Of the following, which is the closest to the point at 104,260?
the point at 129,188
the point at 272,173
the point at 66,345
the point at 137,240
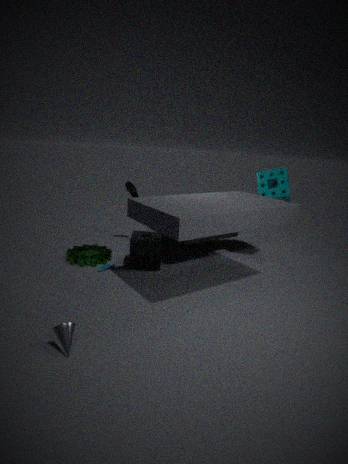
the point at 137,240
